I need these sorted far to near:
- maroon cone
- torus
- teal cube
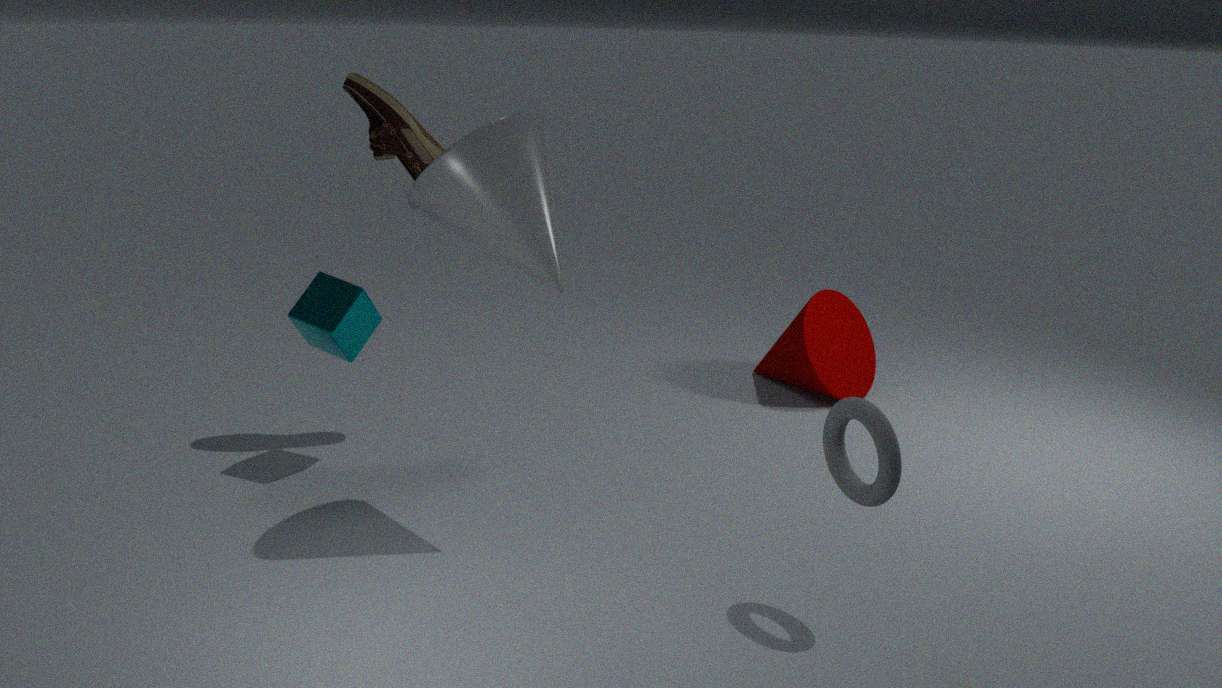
maroon cone → teal cube → torus
